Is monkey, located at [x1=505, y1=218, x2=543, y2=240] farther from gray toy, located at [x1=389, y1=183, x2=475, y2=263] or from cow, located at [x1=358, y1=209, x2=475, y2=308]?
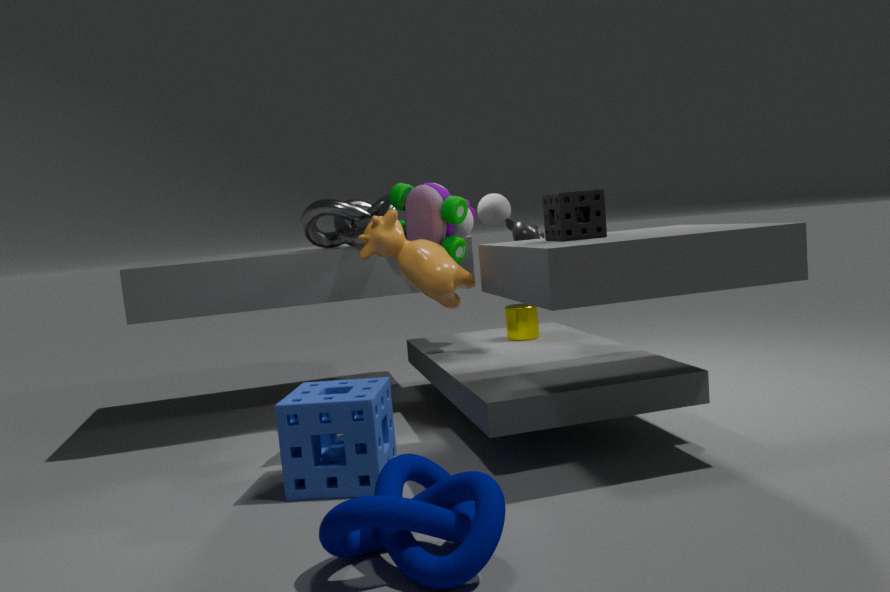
cow, located at [x1=358, y1=209, x2=475, y2=308]
